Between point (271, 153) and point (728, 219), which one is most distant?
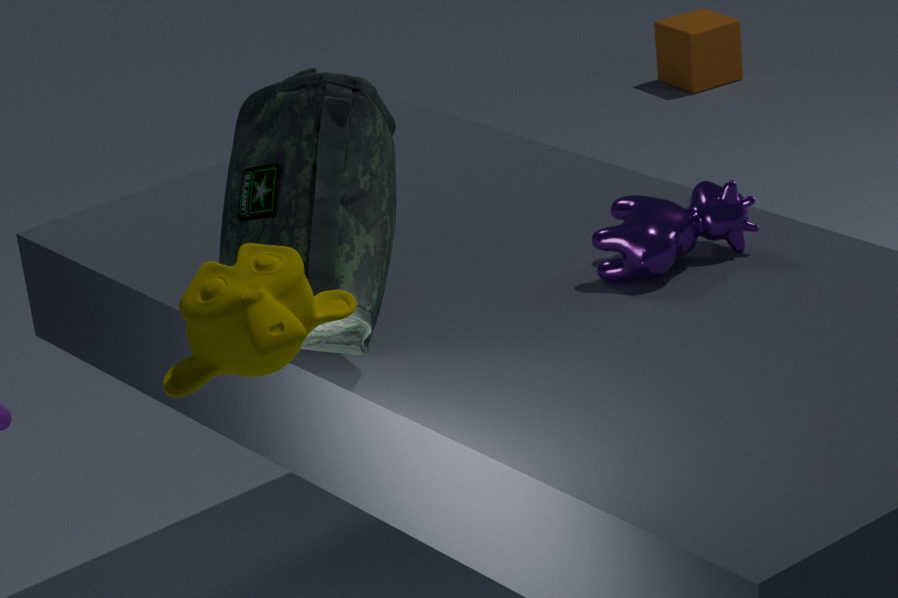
point (728, 219)
